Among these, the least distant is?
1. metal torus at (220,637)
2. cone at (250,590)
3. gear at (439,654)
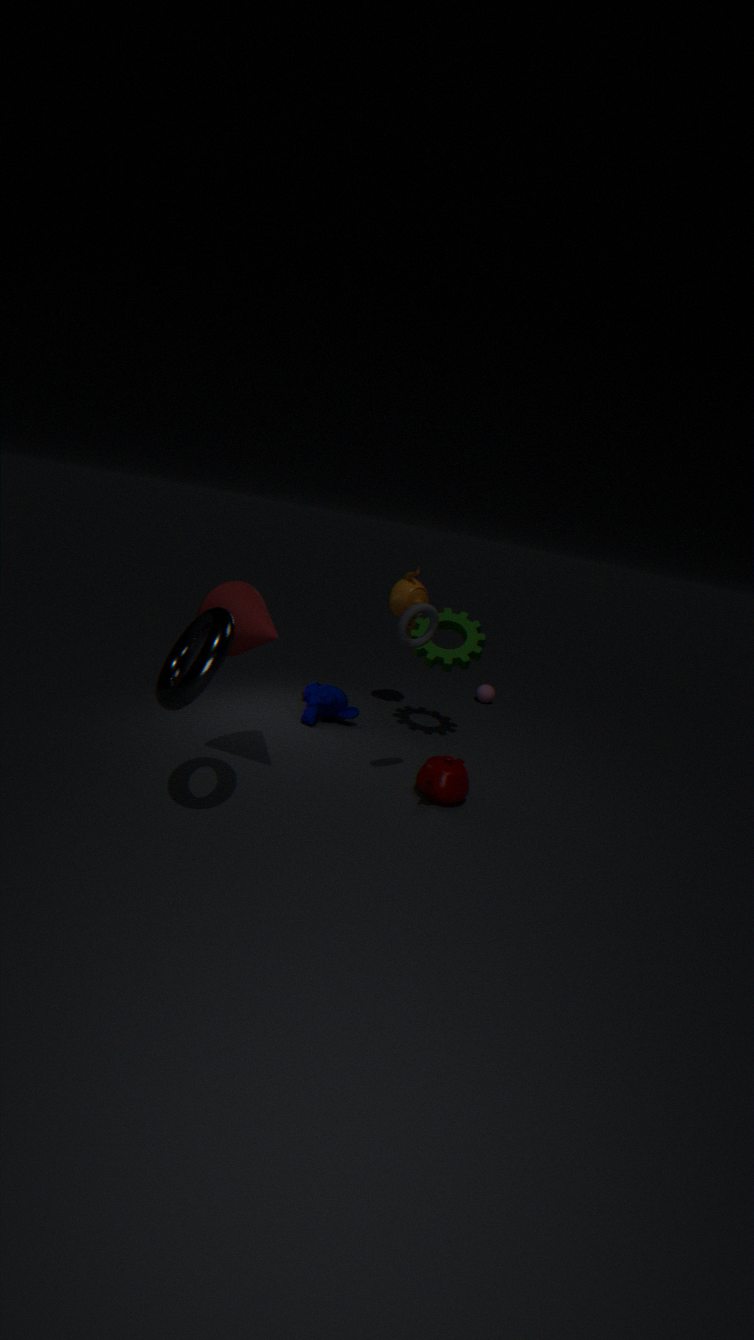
metal torus at (220,637)
